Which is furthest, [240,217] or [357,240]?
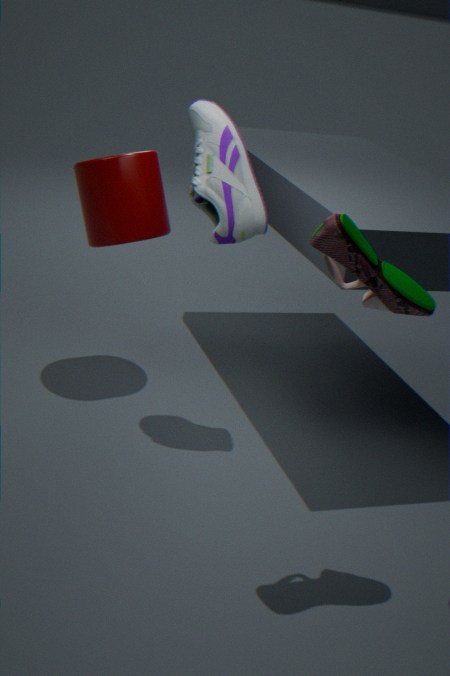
[240,217]
